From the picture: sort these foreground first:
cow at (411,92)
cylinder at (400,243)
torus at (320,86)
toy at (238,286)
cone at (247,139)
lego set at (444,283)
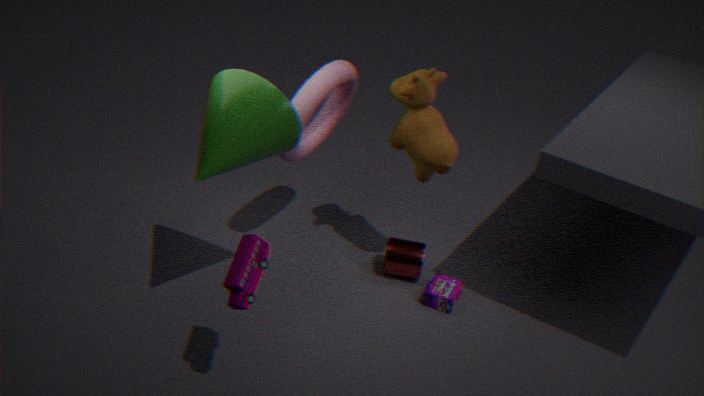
toy at (238,286) < cone at (247,139) < torus at (320,86) < cow at (411,92) < lego set at (444,283) < cylinder at (400,243)
